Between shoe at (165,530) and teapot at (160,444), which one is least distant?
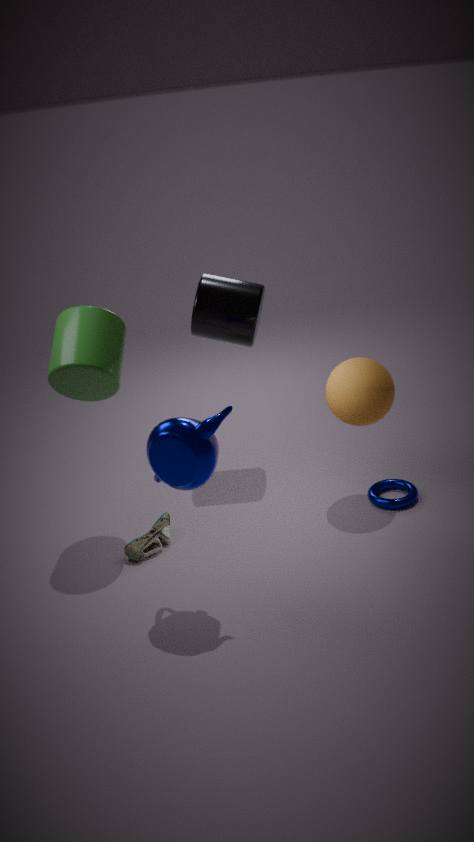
teapot at (160,444)
